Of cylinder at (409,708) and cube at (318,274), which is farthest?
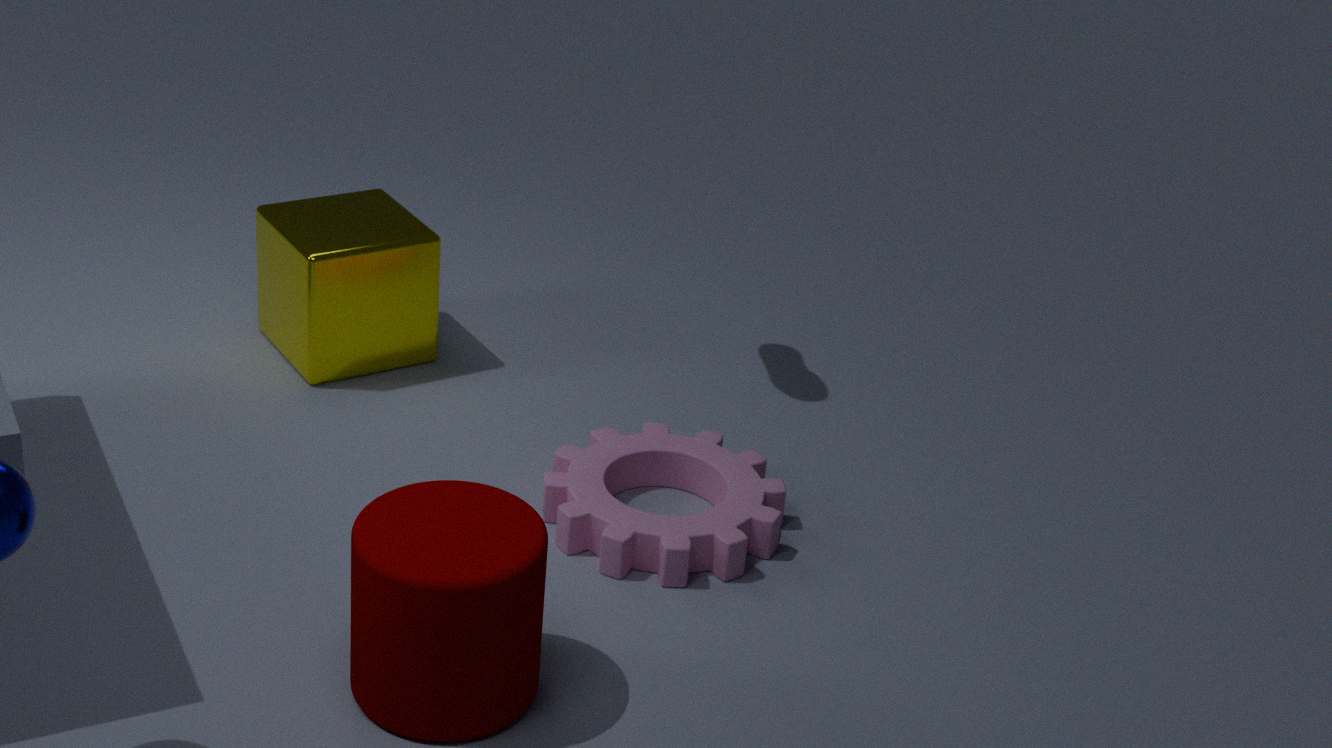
cube at (318,274)
